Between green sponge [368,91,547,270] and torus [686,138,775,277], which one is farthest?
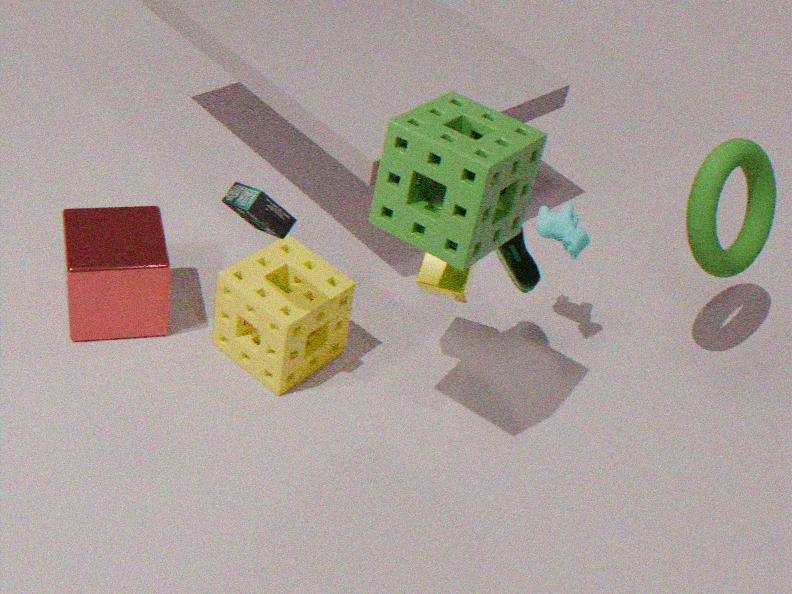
torus [686,138,775,277]
